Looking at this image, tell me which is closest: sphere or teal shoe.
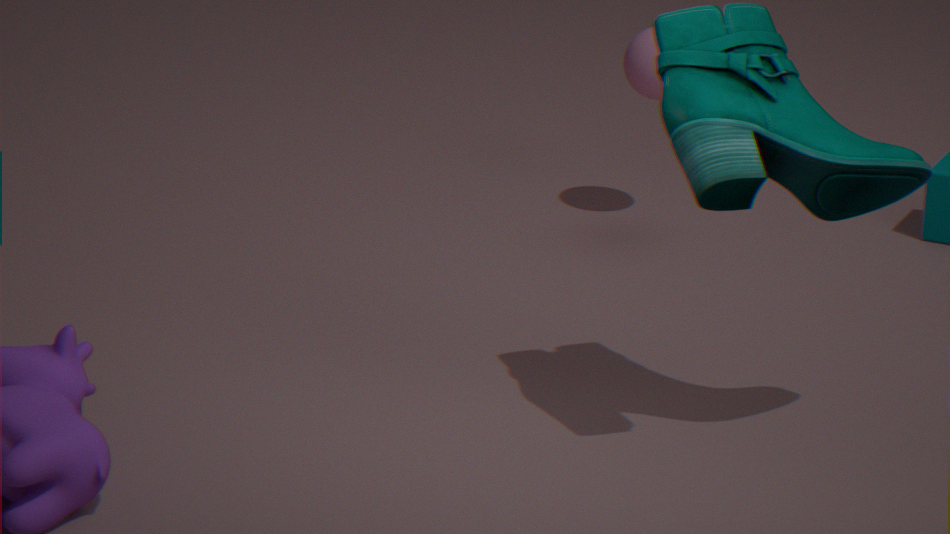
teal shoe
